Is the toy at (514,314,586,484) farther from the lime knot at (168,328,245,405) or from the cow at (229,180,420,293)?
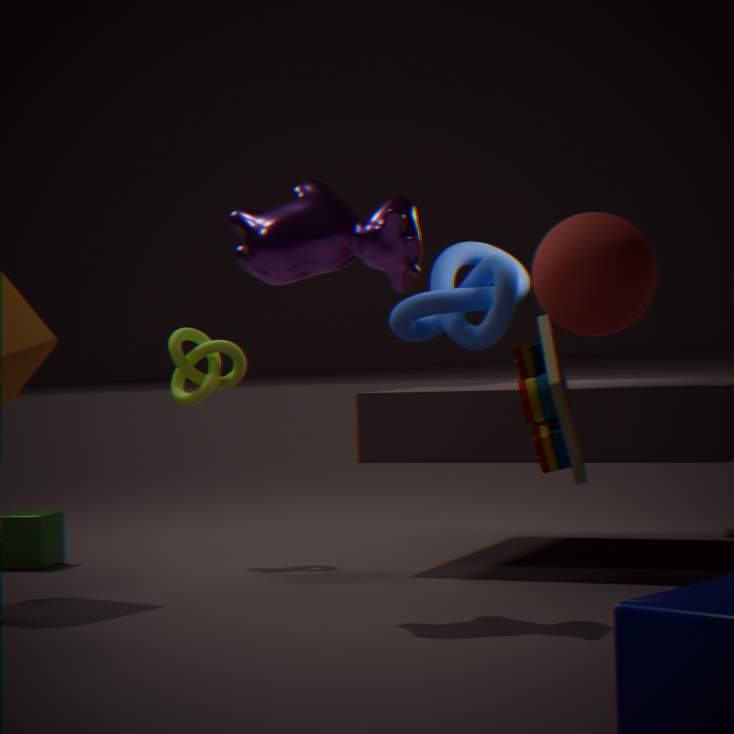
the lime knot at (168,328,245,405)
